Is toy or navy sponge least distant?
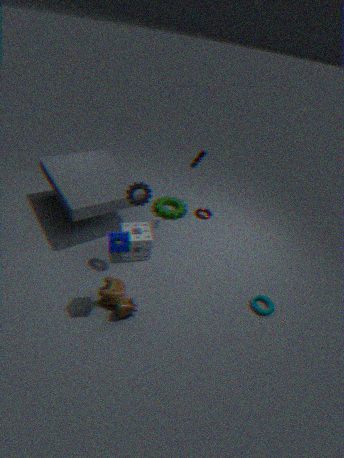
navy sponge
